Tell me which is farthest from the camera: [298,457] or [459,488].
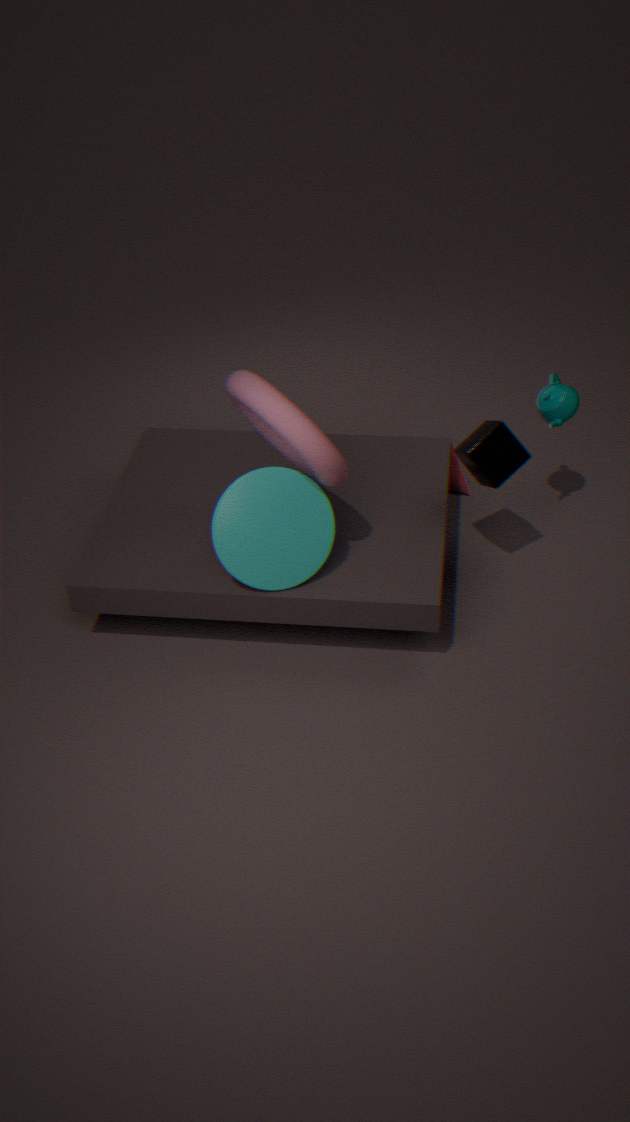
[459,488]
